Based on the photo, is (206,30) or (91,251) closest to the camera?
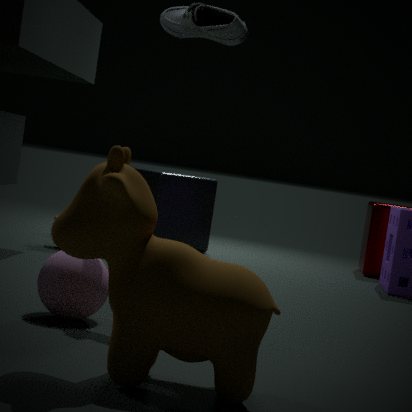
(91,251)
